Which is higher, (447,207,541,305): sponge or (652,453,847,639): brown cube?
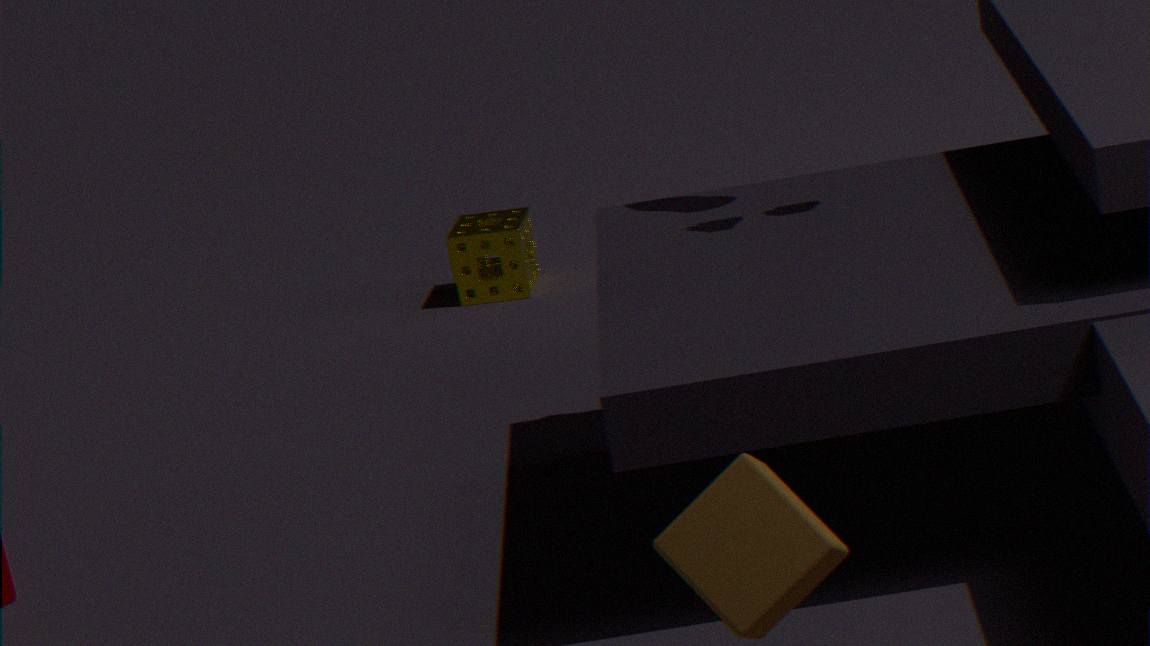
(652,453,847,639): brown cube
